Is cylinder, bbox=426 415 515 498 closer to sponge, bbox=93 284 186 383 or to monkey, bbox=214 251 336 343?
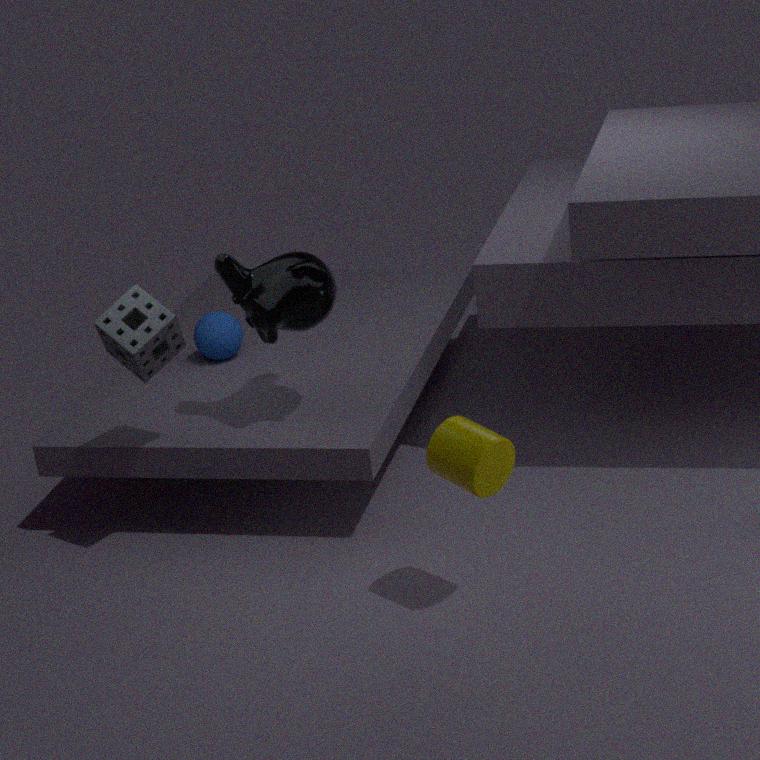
monkey, bbox=214 251 336 343
